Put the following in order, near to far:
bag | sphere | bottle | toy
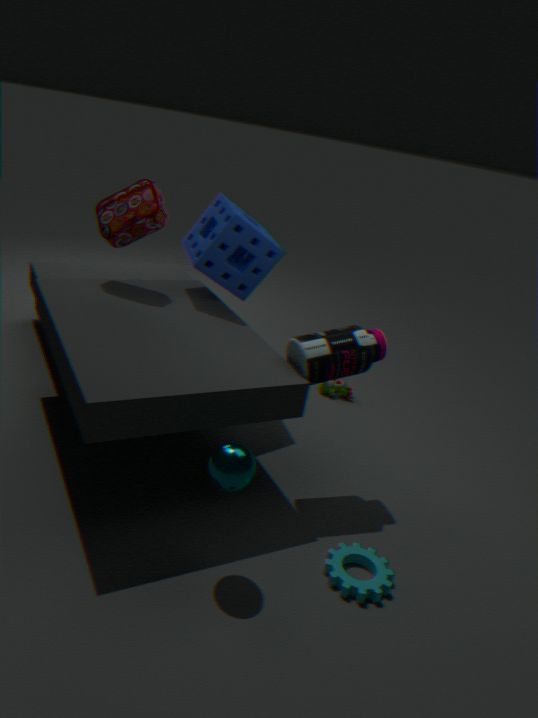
1. sphere
2. bottle
3. bag
4. toy
